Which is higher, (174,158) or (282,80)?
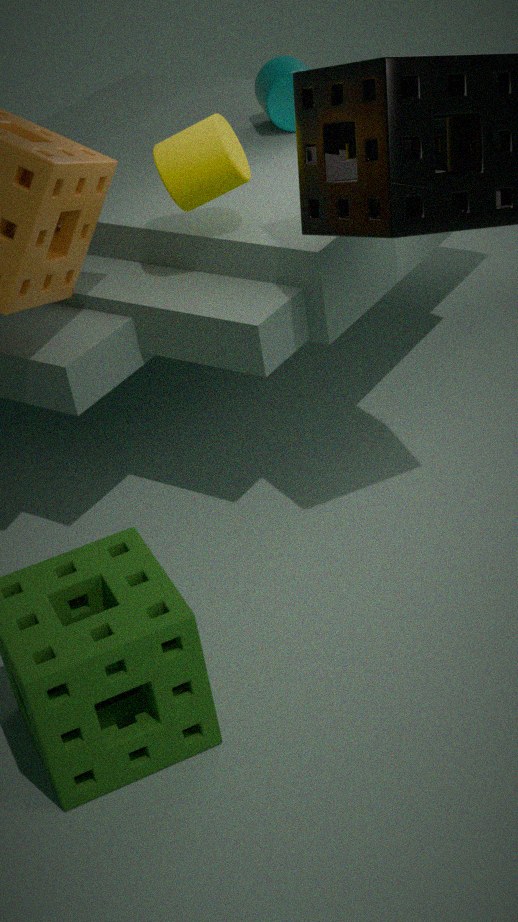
(174,158)
